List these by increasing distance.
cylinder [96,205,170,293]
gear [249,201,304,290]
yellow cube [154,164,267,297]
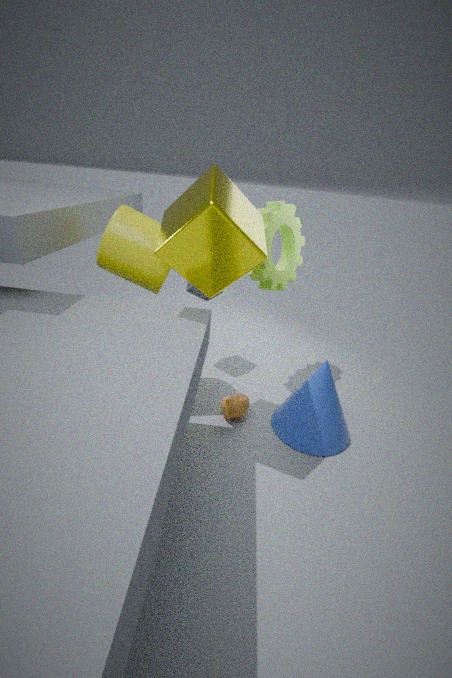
yellow cube [154,164,267,297], cylinder [96,205,170,293], gear [249,201,304,290]
